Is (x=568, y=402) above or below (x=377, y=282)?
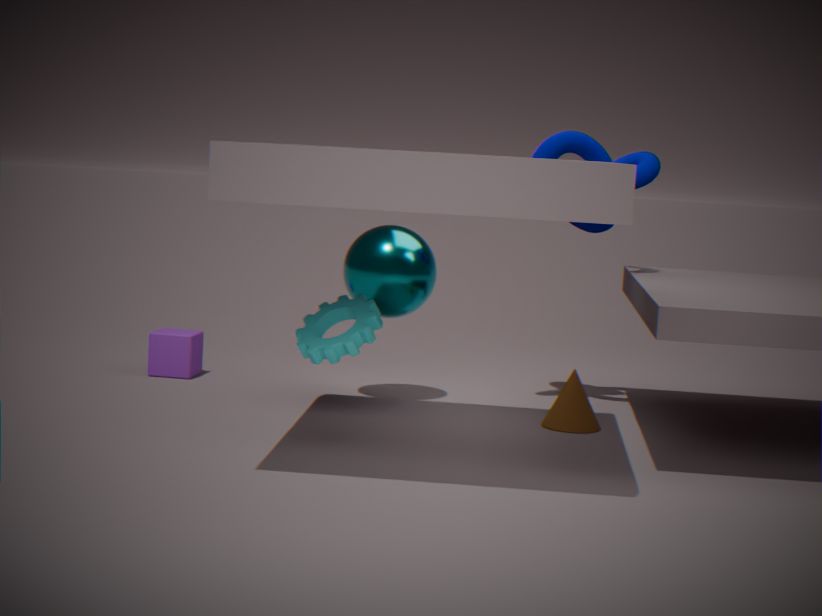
below
